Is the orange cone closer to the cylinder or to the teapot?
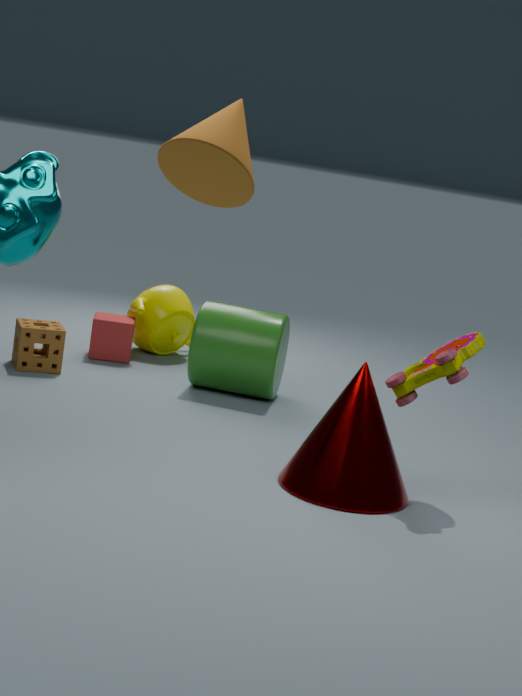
the cylinder
